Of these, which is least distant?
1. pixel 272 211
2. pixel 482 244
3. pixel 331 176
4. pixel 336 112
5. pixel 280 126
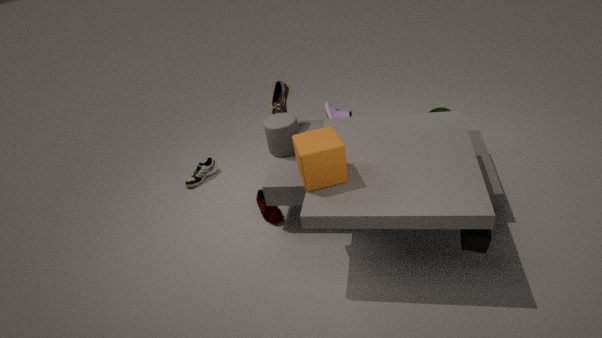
pixel 482 244
